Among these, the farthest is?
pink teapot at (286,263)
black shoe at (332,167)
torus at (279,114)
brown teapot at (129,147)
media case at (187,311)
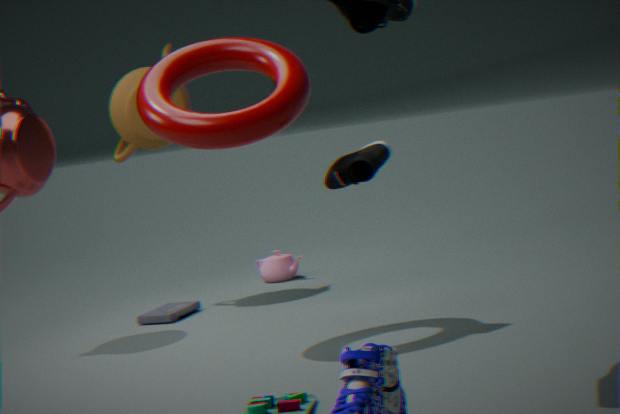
pink teapot at (286,263)
